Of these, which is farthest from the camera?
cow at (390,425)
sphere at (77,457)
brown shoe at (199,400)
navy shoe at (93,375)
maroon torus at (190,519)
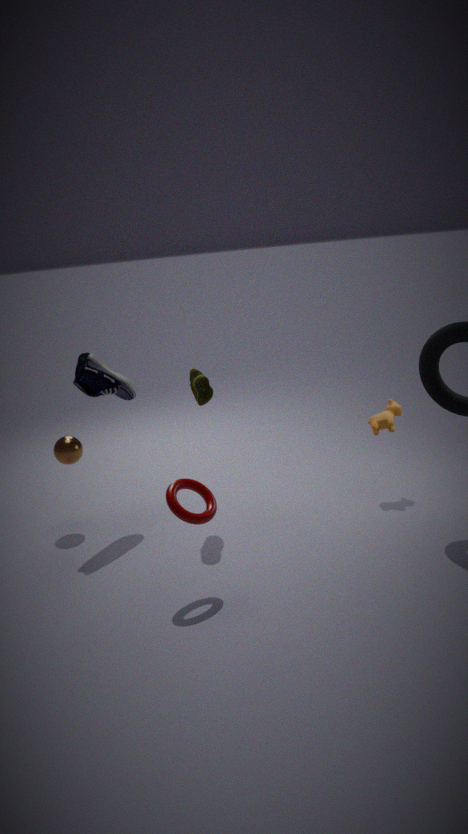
cow at (390,425)
